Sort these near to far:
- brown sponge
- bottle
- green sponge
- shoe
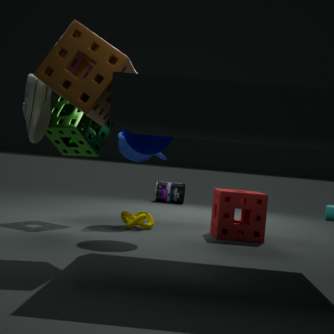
brown sponge → shoe → green sponge → bottle
